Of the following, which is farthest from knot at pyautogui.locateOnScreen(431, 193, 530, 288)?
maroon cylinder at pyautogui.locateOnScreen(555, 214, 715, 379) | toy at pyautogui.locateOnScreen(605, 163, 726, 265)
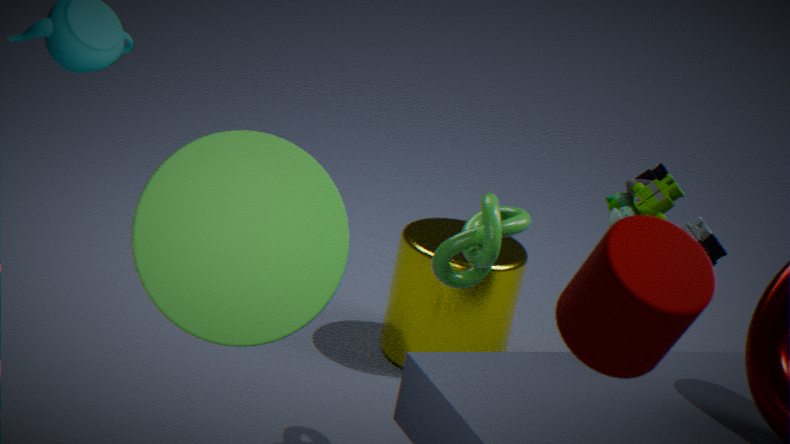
maroon cylinder at pyautogui.locateOnScreen(555, 214, 715, 379)
